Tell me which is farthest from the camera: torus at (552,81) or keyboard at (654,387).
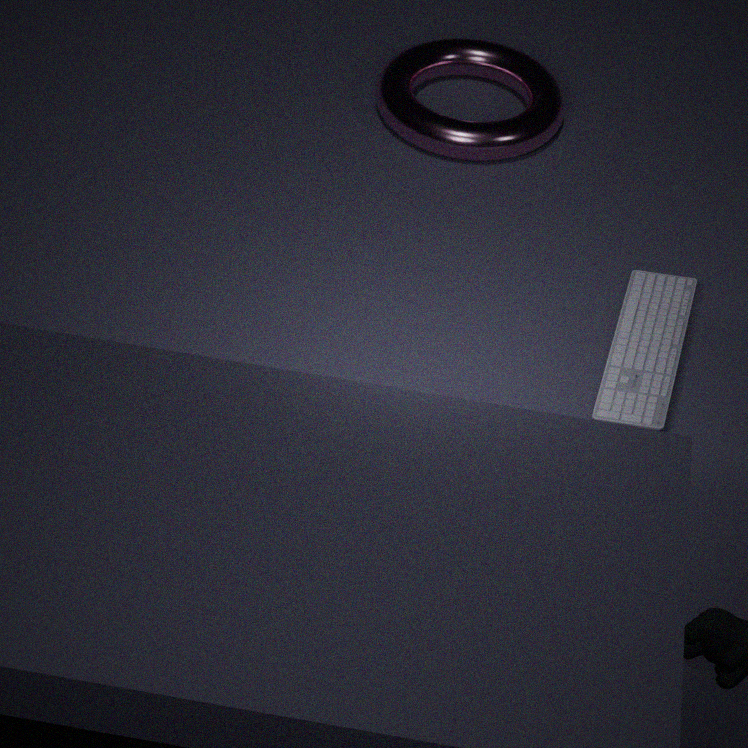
torus at (552,81)
